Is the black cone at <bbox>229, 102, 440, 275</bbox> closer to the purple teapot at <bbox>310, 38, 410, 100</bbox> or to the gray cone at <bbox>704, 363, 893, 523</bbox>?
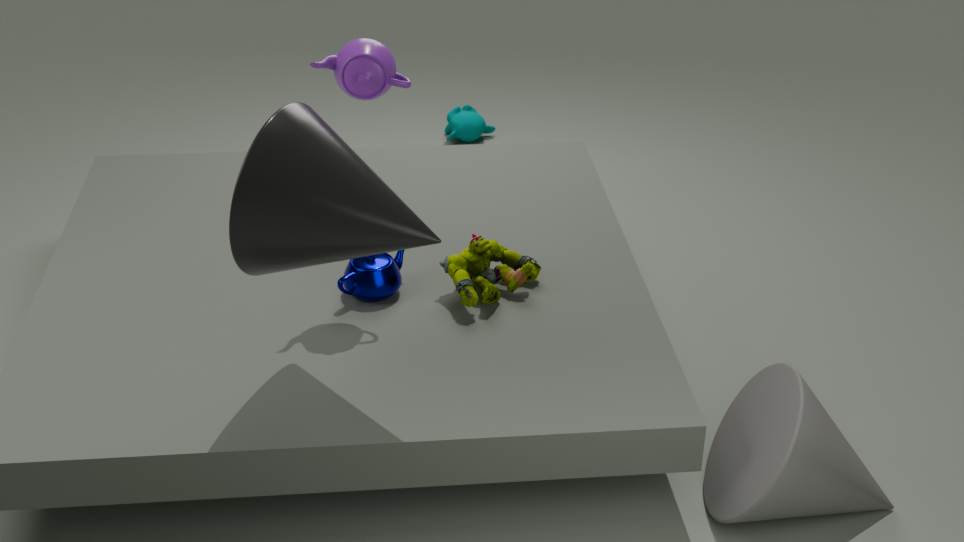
the purple teapot at <bbox>310, 38, 410, 100</bbox>
